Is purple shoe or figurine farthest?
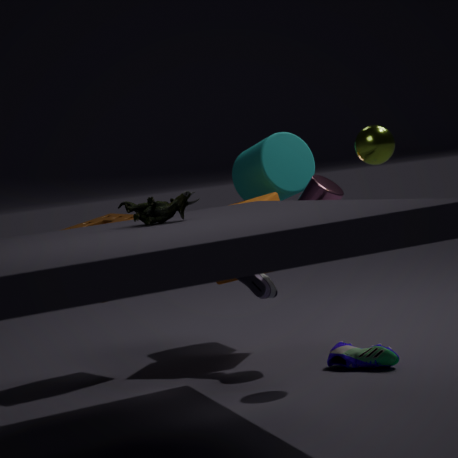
purple shoe
